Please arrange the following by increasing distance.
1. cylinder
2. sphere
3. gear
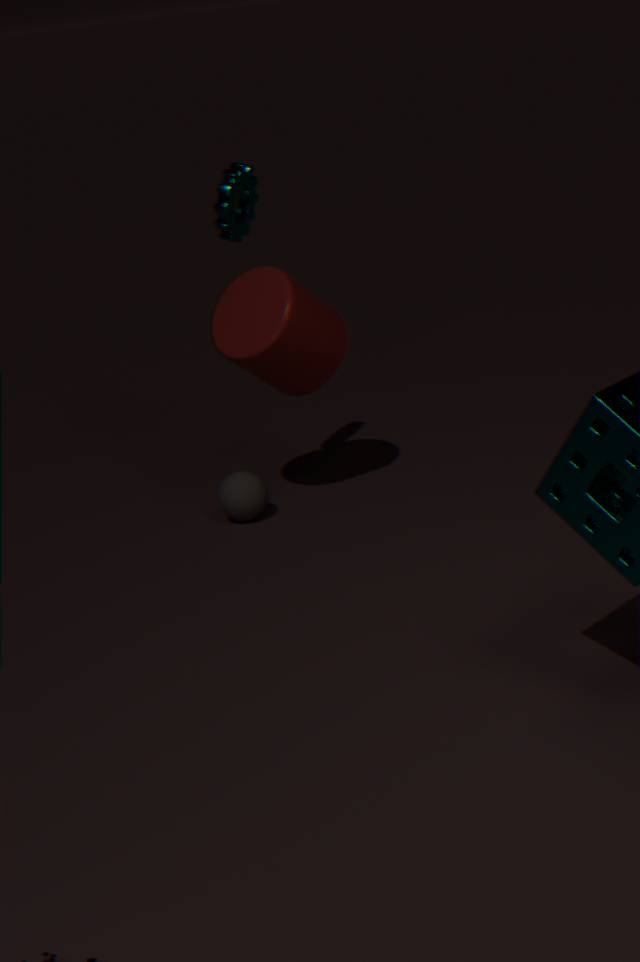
1. gear
2. cylinder
3. sphere
